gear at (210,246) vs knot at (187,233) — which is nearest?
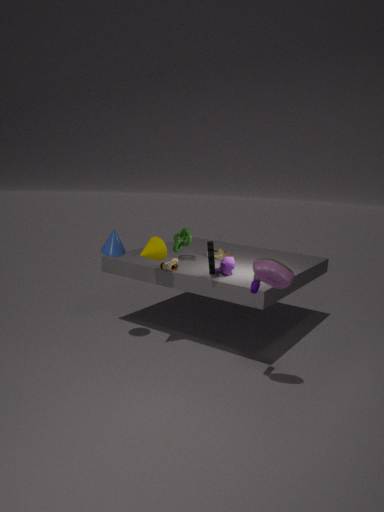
gear at (210,246)
